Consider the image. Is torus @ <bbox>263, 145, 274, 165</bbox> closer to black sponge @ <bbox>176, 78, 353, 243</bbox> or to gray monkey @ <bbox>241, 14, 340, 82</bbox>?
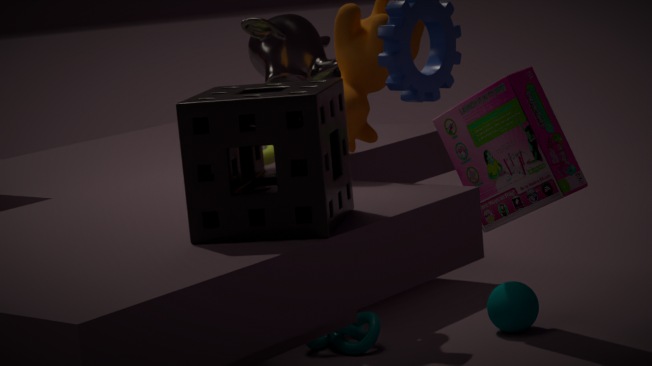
gray monkey @ <bbox>241, 14, 340, 82</bbox>
